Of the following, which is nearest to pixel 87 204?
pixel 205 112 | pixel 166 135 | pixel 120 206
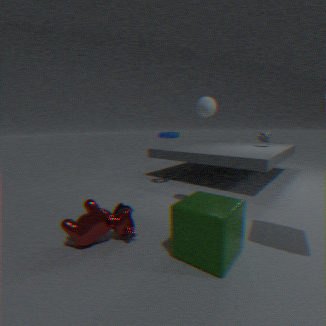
pixel 120 206
